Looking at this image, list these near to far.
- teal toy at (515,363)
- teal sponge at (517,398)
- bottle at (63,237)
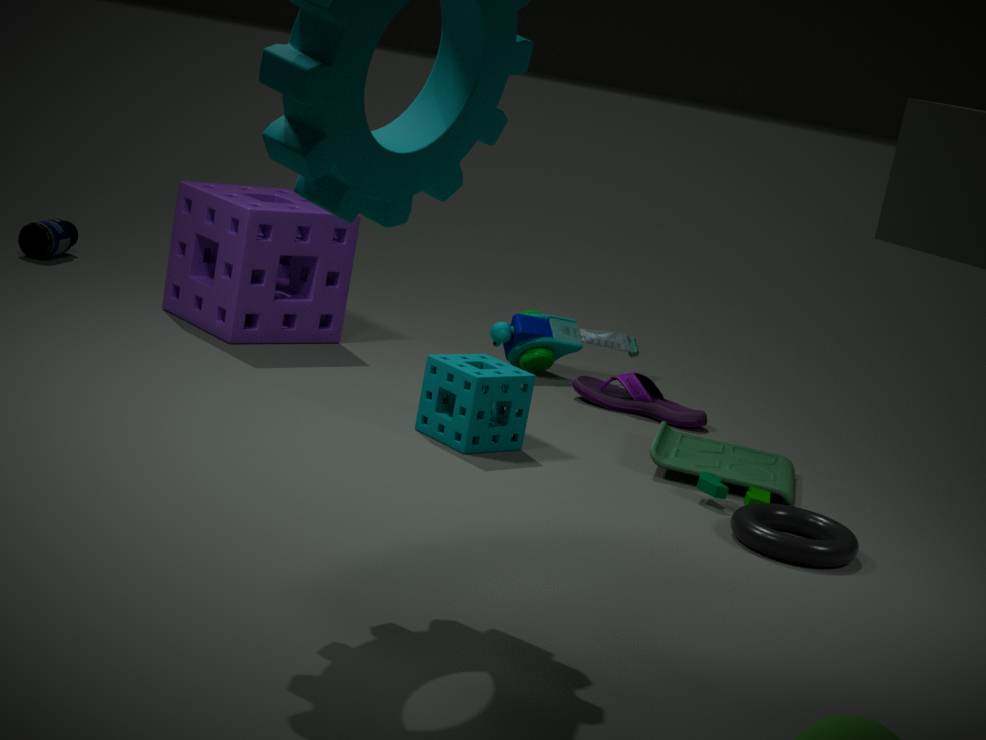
teal sponge at (517,398)
teal toy at (515,363)
bottle at (63,237)
